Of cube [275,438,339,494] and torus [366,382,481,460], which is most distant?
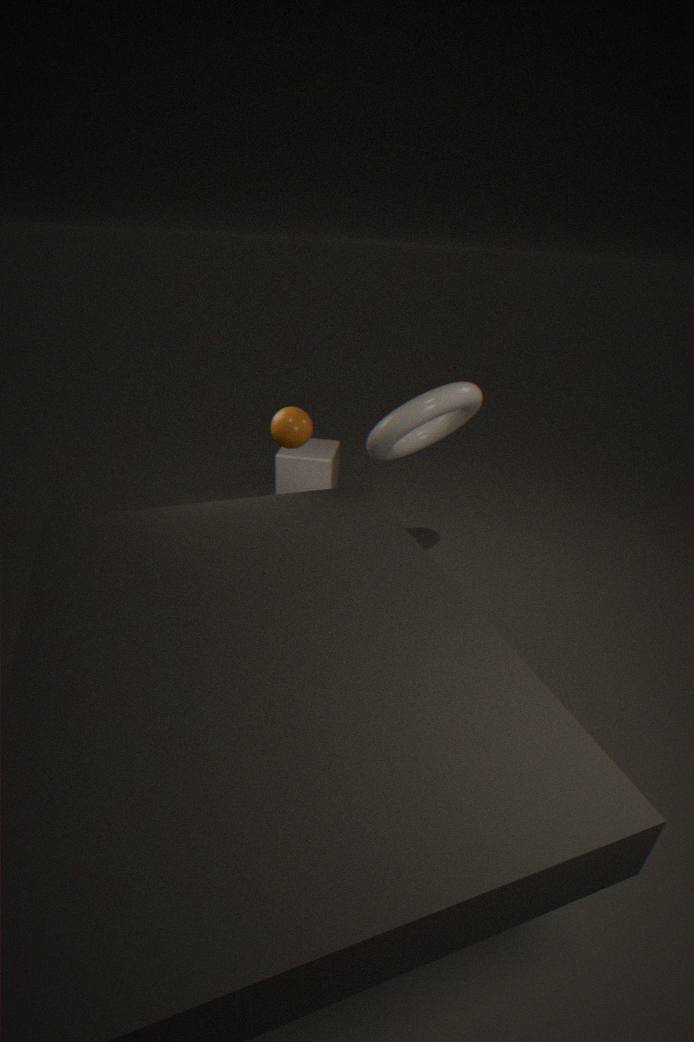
cube [275,438,339,494]
